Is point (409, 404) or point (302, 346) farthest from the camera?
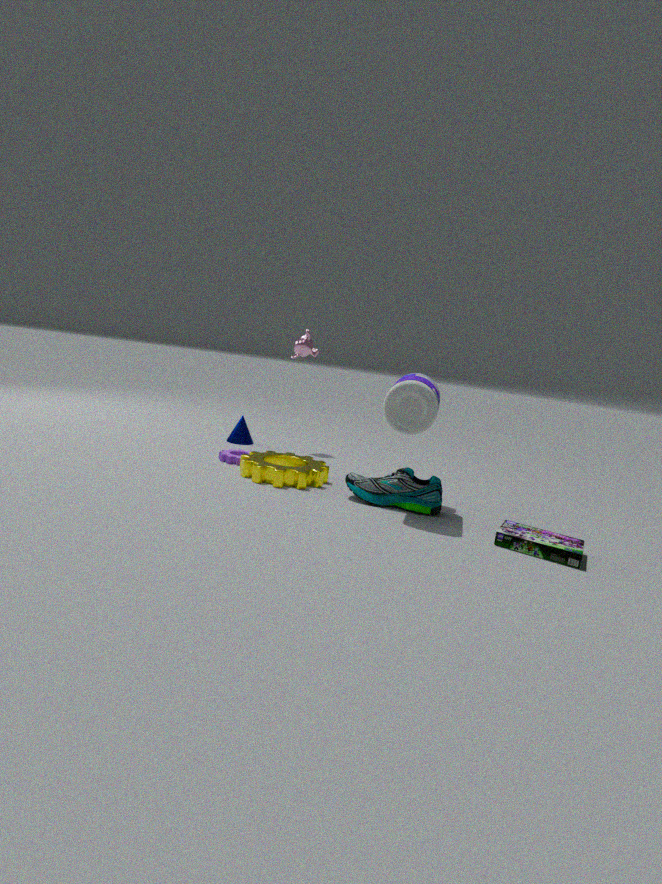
point (302, 346)
